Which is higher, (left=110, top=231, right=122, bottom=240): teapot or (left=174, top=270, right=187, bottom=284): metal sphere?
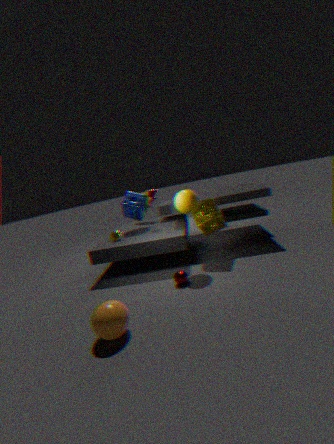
(left=110, top=231, right=122, bottom=240): teapot
